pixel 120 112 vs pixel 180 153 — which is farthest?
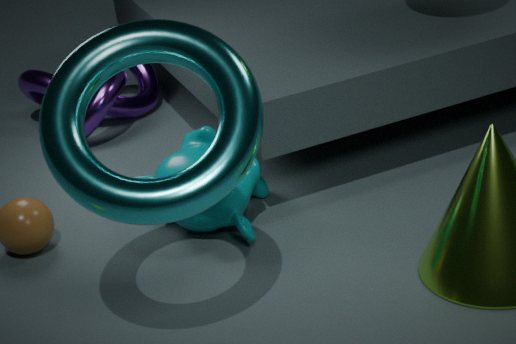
pixel 120 112
